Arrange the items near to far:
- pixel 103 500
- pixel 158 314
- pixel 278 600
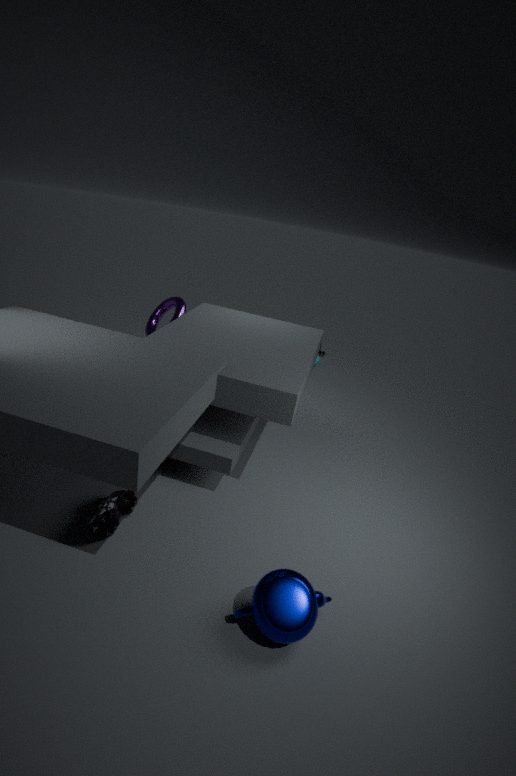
pixel 278 600 → pixel 103 500 → pixel 158 314
